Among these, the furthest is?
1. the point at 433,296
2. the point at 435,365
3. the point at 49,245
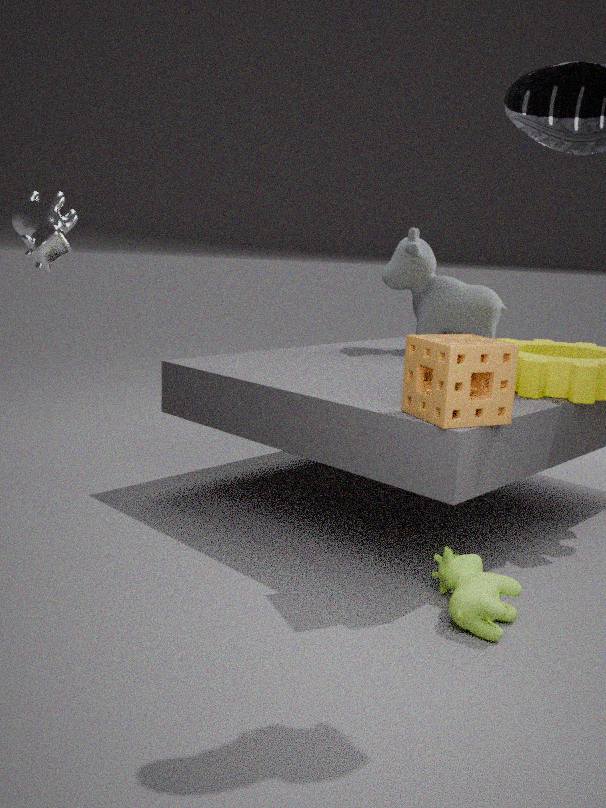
the point at 433,296
